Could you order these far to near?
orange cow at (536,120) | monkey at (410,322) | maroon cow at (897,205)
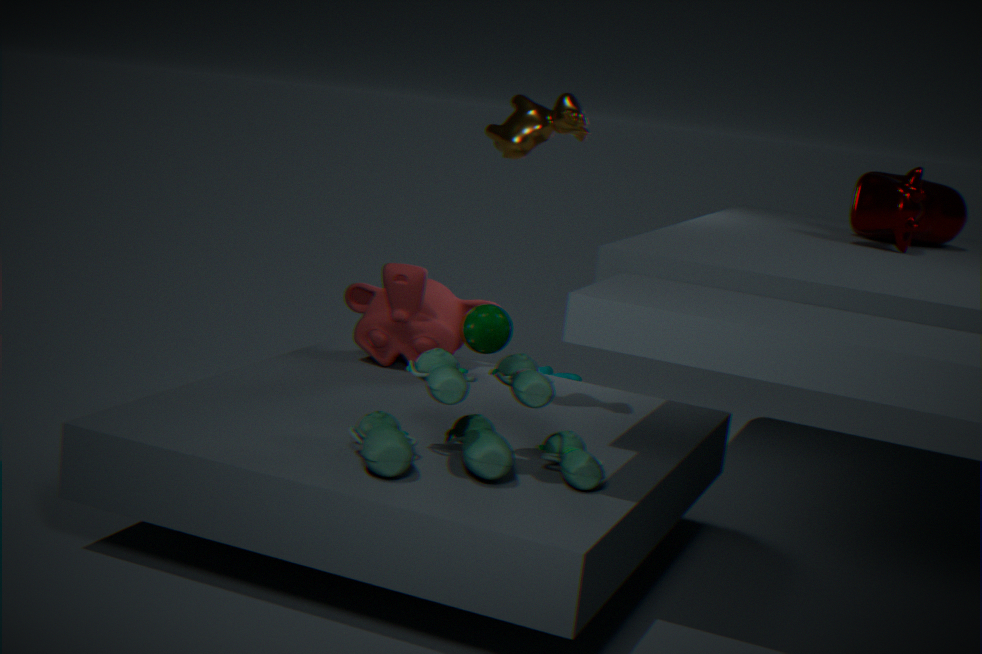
monkey at (410,322)
maroon cow at (897,205)
orange cow at (536,120)
